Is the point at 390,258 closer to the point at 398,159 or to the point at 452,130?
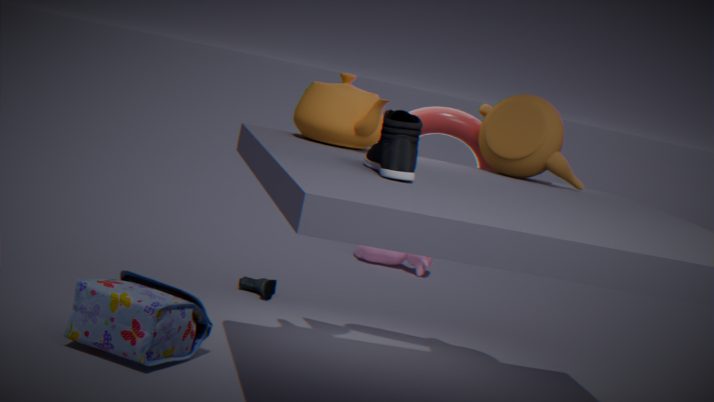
the point at 452,130
